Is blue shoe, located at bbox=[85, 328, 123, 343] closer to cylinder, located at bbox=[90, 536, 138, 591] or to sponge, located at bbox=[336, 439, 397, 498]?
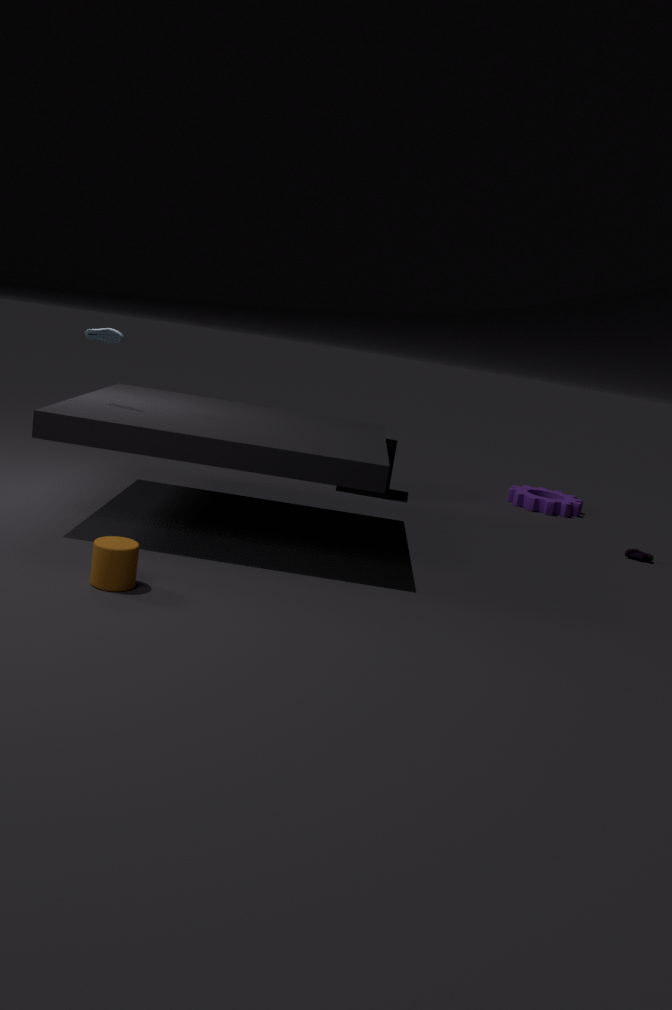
cylinder, located at bbox=[90, 536, 138, 591]
